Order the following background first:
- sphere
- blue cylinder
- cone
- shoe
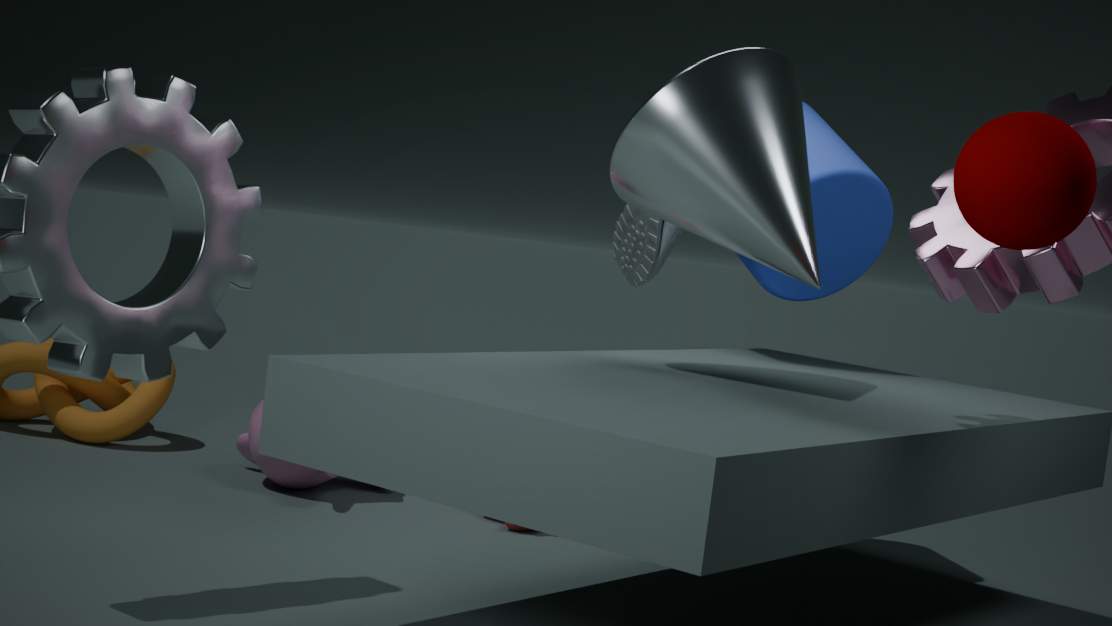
shoe
blue cylinder
cone
sphere
